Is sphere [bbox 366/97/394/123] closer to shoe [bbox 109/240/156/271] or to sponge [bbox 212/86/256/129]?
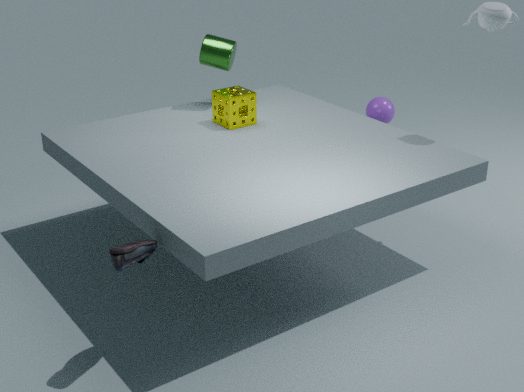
sponge [bbox 212/86/256/129]
